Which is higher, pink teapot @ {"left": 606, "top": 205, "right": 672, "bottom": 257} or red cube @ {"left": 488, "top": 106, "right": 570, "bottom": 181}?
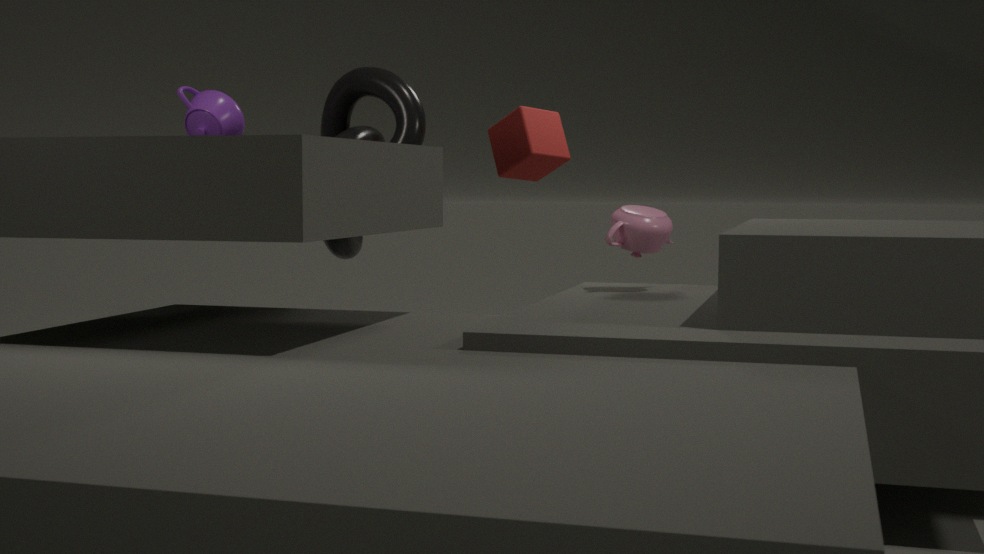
red cube @ {"left": 488, "top": 106, "right": 570, "bottom": 181}
